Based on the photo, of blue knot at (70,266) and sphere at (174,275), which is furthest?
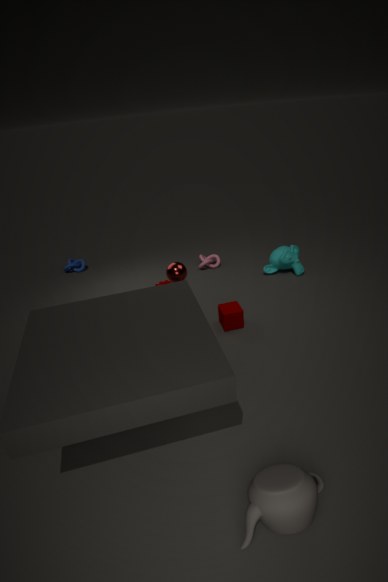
blue knot at (70,266)
